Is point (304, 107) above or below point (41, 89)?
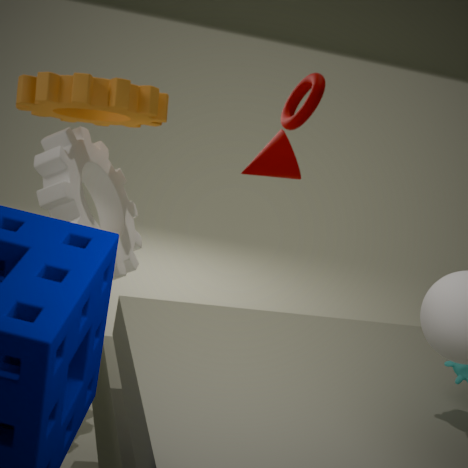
above
